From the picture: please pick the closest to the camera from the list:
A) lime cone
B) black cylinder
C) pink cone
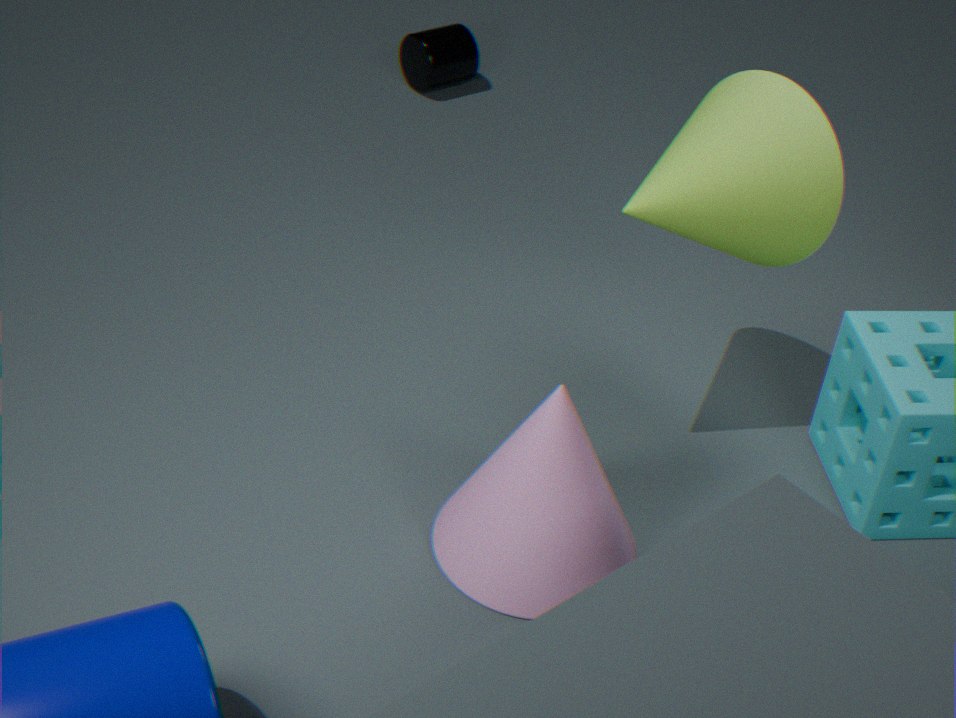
pink cone
